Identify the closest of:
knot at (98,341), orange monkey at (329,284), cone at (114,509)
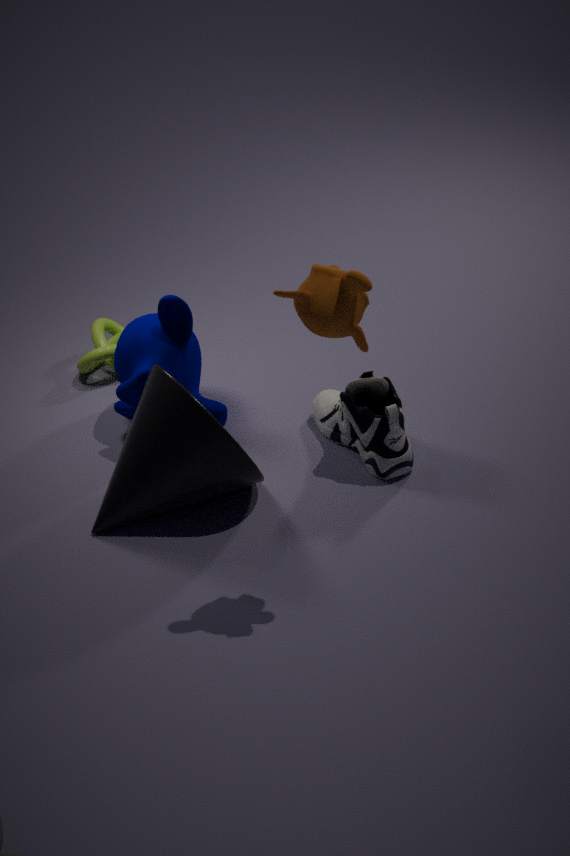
orange monkey at (329,284)
